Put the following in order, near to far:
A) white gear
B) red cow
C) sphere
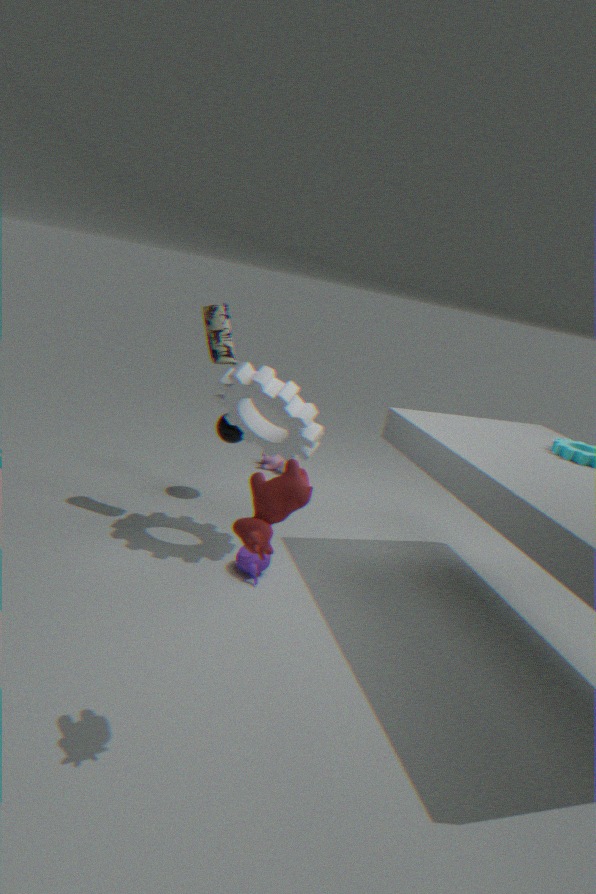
1. B. red cow
2. A. white gear
3. C. sphere
